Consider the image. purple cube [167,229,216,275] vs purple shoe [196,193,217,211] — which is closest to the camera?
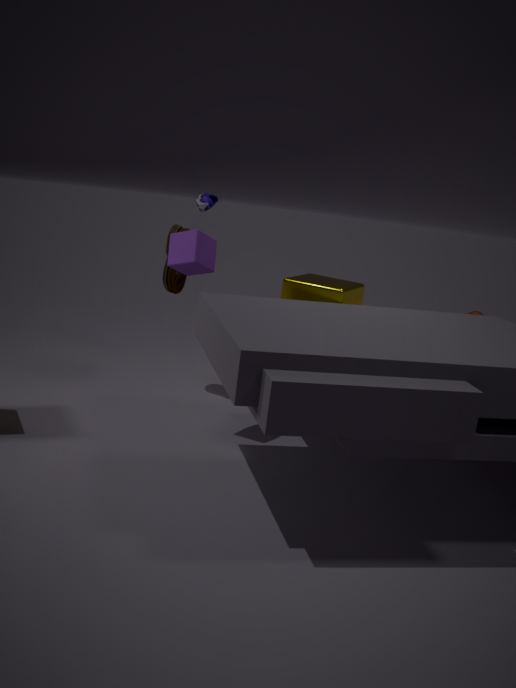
purple cube [167,229,216,275]
